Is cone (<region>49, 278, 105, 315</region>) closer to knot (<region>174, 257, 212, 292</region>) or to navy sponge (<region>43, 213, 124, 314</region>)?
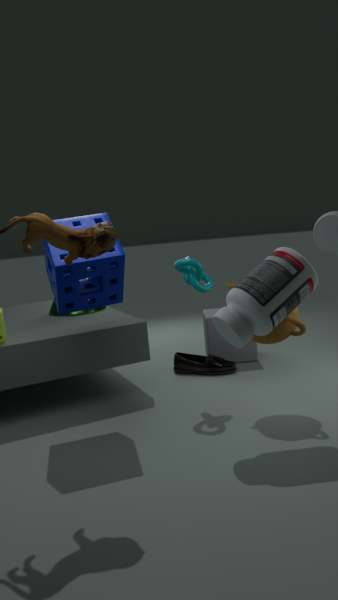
navy sponge (<region>43, 213, 124, 314</region>)
